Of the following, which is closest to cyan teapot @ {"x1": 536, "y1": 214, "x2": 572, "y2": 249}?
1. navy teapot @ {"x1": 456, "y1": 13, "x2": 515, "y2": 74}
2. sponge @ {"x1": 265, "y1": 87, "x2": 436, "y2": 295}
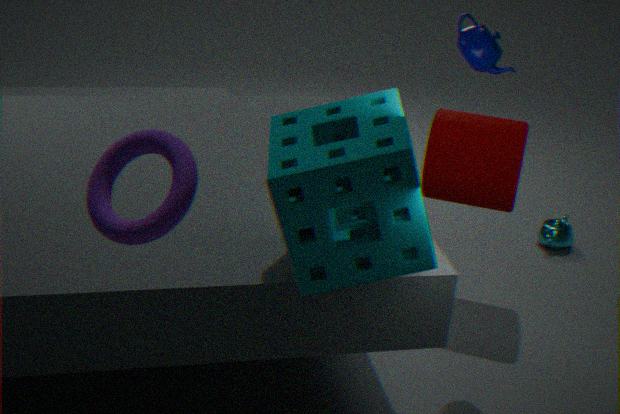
navy teapot @ {"x1": 456, "y1": 13, "x2": 515, "y2": 74}
